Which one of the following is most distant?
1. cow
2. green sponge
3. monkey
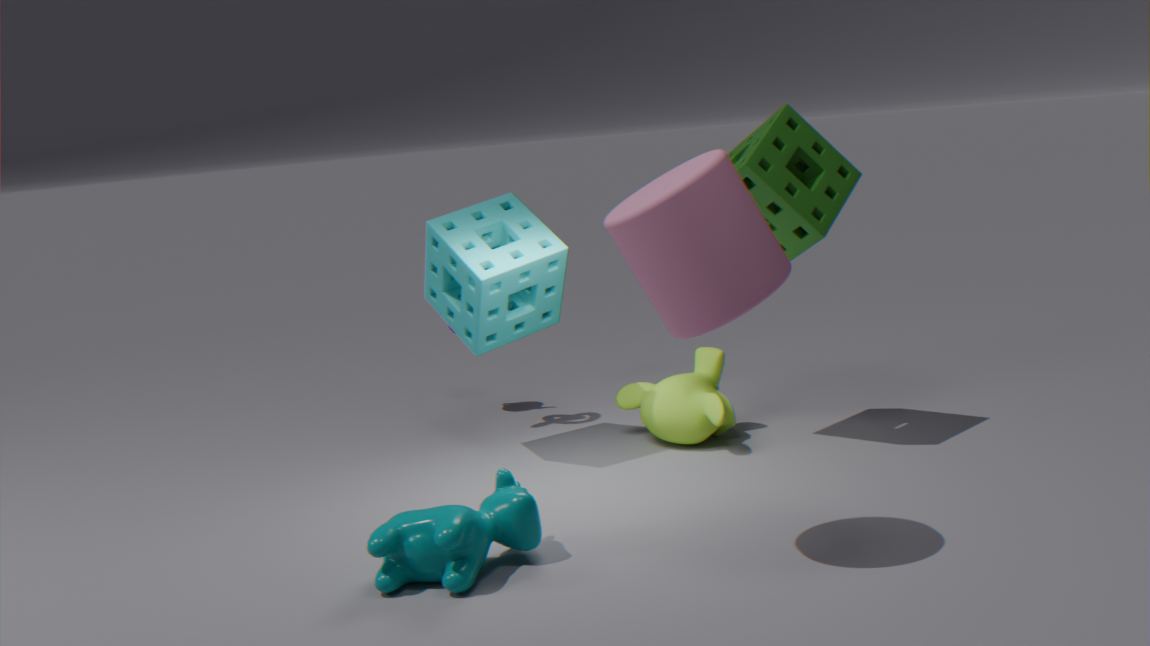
monkey
